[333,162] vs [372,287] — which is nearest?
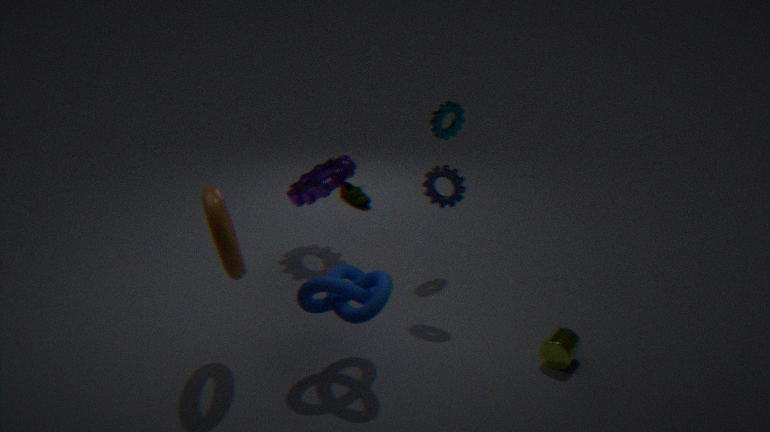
[372,287]
